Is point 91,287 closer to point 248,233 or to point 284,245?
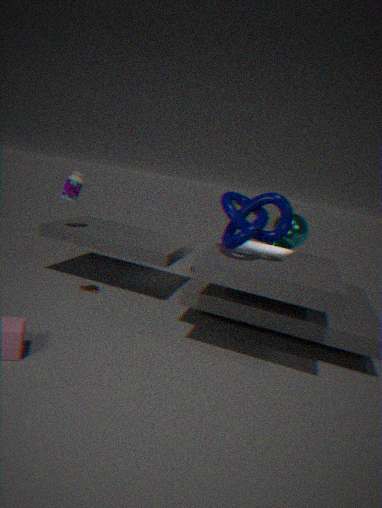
point 248,233
